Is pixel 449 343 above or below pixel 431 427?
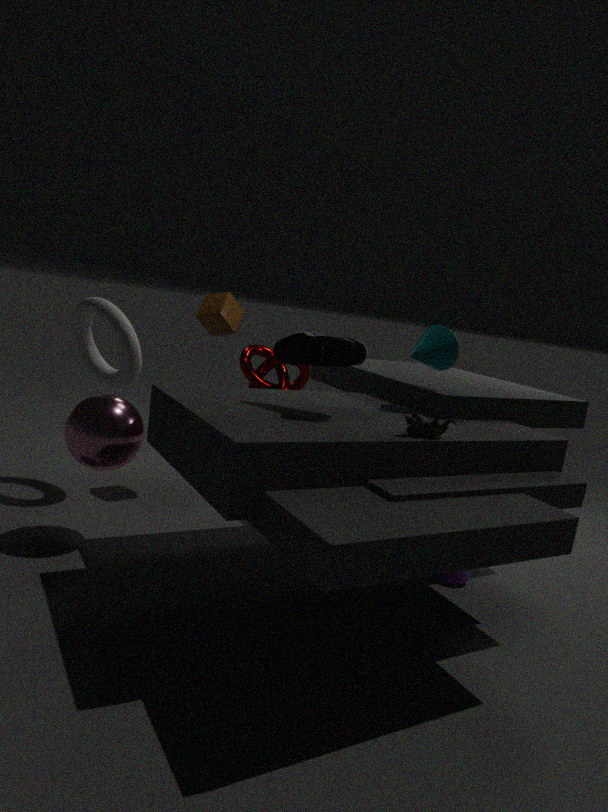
above
